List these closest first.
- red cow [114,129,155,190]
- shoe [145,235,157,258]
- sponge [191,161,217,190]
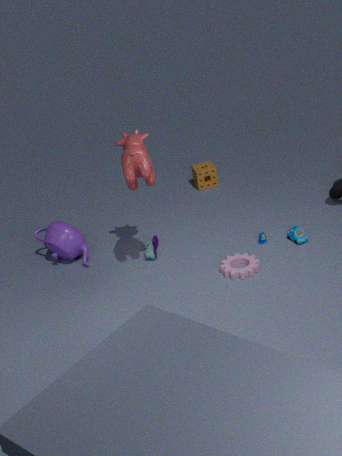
red cow [114,129,155,190], shoe [145,235,157,258], sponge [191,161,217,190]
